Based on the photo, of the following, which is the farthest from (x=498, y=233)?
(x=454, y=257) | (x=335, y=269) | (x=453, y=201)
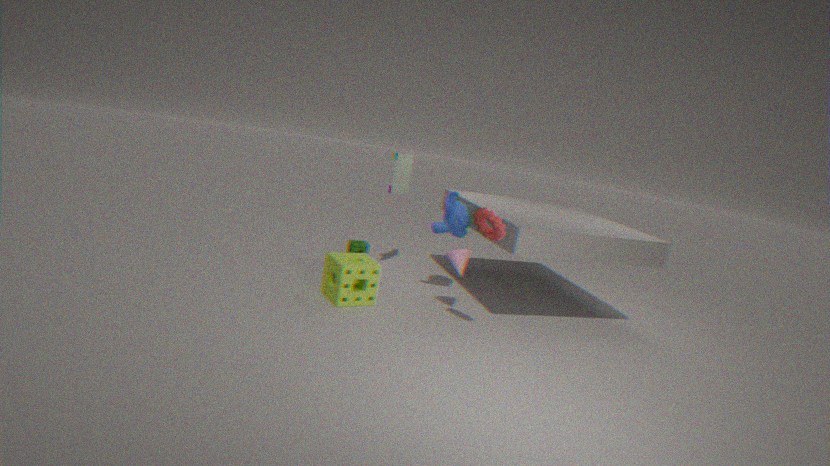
(x=335, y=269)
